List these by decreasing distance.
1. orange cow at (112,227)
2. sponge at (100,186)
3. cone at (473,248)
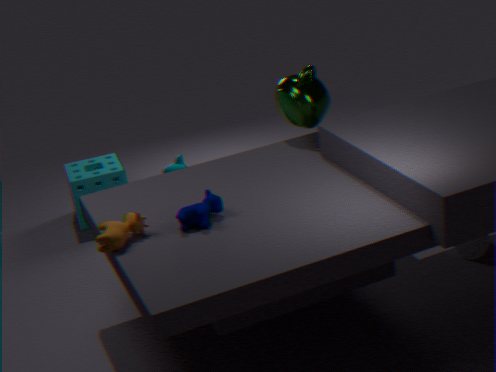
sponge at (100,186) < cone at (473,248) < orange cow at (112,227)
